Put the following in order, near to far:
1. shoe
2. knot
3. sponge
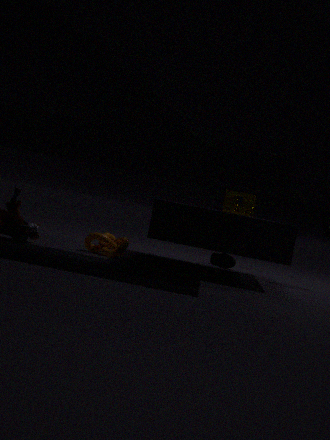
knot < sponge < shoe
